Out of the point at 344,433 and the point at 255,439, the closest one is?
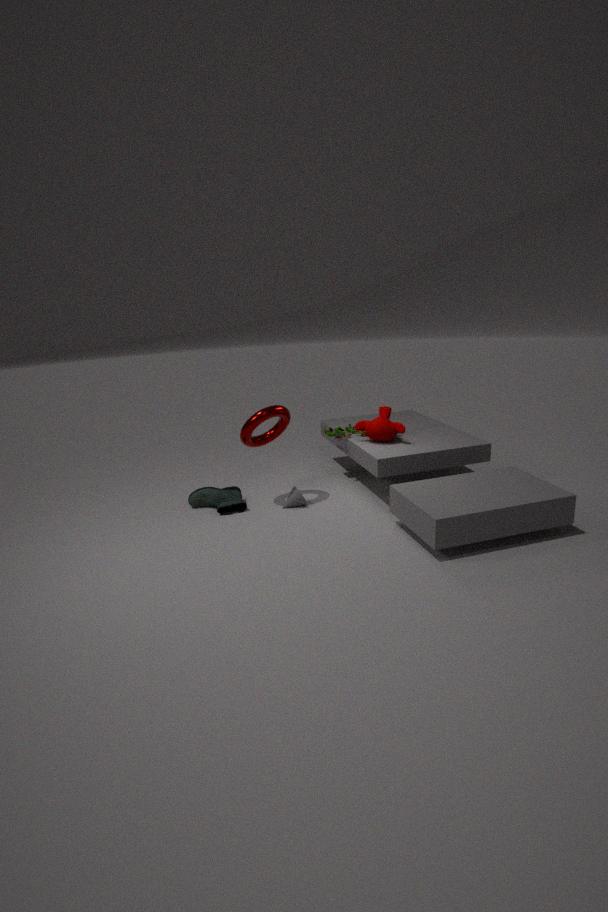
the point at 255,439
